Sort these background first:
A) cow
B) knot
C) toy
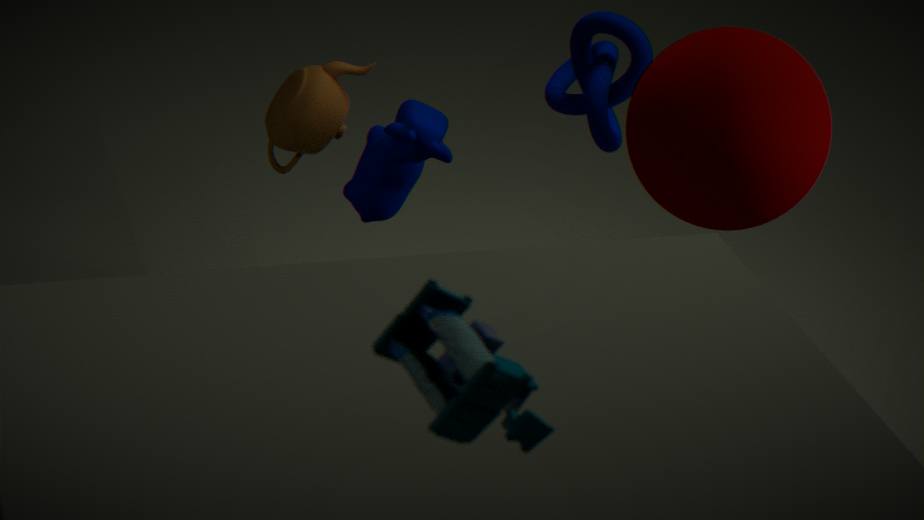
knot < cow < toy
